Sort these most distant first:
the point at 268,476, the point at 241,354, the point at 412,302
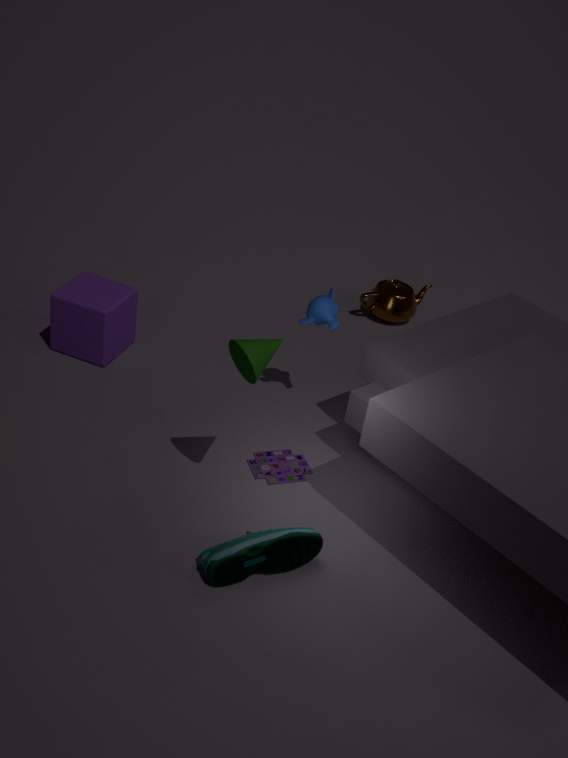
the point at 412,302 < the point at 268,476 < the point at 241,354
